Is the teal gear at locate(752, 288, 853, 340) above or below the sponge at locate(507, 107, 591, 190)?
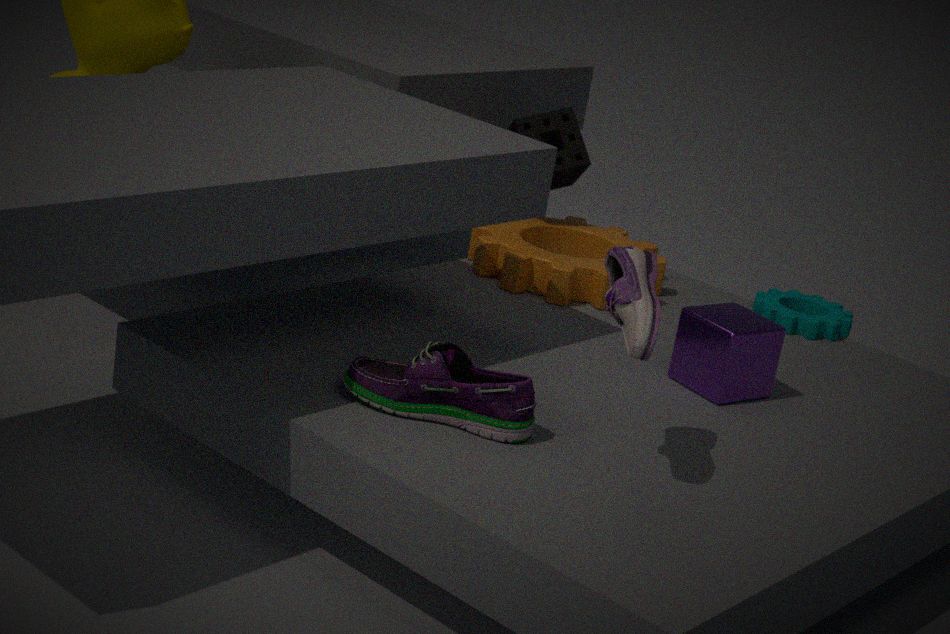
below
